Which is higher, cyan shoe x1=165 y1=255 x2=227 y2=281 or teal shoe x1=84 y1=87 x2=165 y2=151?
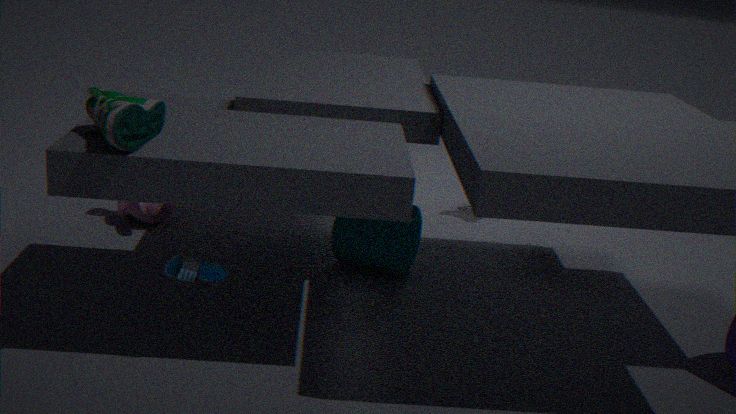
teal shoe x1=84 y1=87 x2=165 y2=151
